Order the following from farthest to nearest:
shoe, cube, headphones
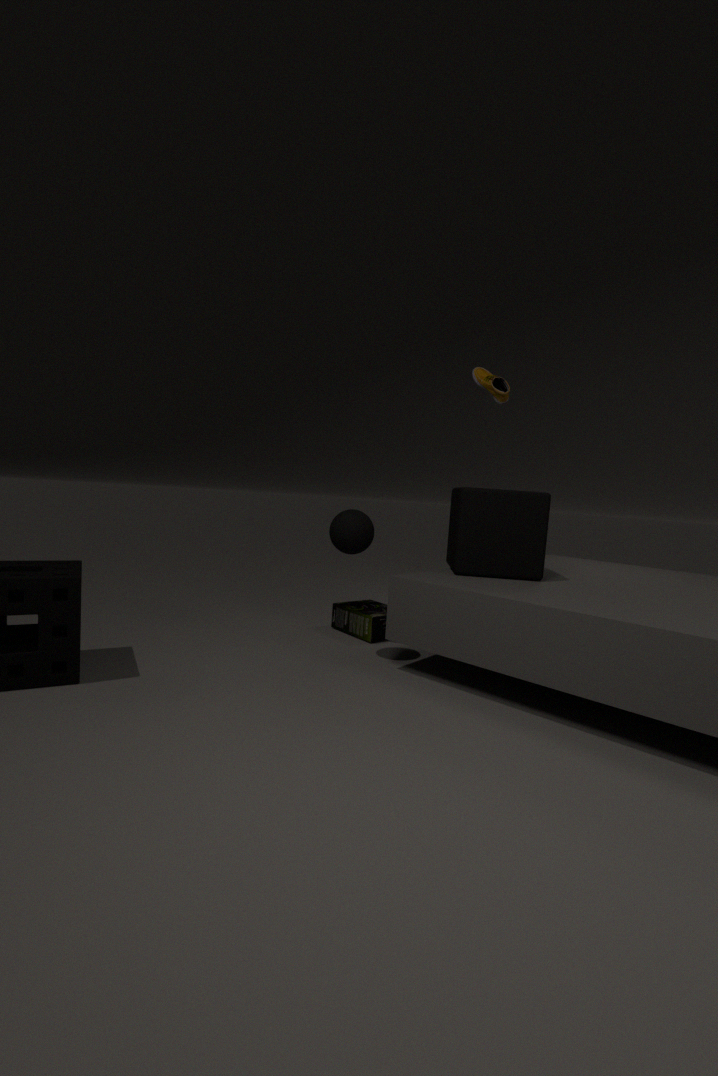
headphones, cube, shoe
